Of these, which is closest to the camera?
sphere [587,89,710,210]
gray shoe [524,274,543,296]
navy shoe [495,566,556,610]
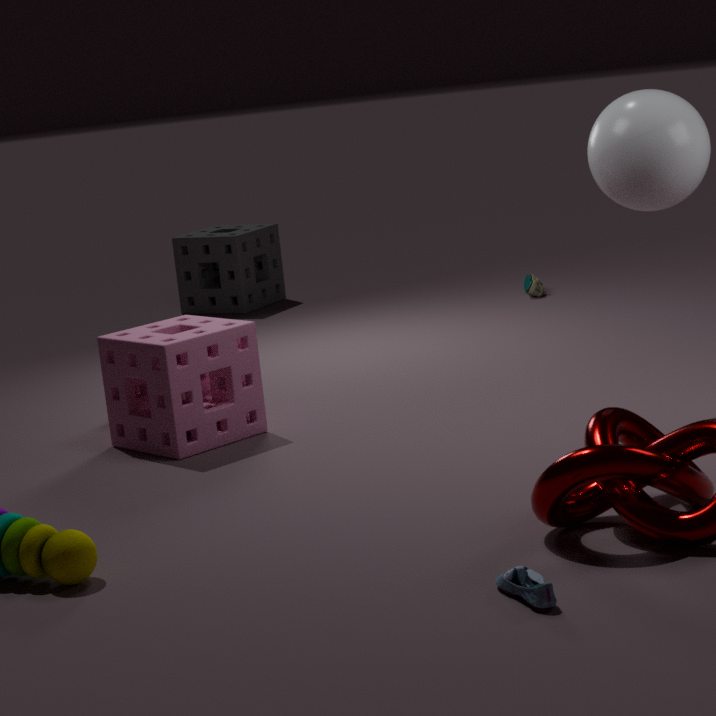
navy shoe [495,566,556,610]
